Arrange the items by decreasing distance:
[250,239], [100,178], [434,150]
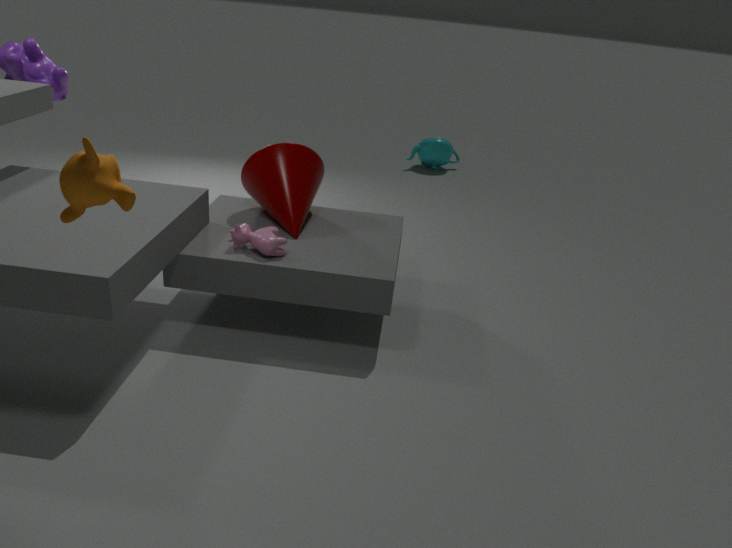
[434,150] → [250,239] → [100,178]
